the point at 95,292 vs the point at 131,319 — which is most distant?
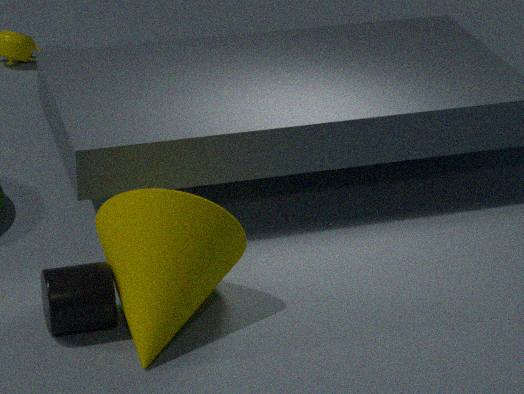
the point at 95,292
